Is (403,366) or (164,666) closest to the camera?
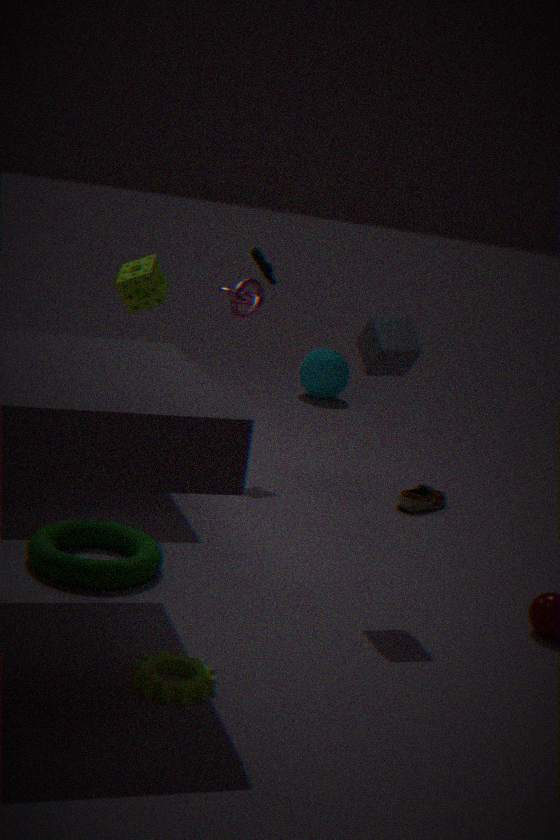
(164,666)
